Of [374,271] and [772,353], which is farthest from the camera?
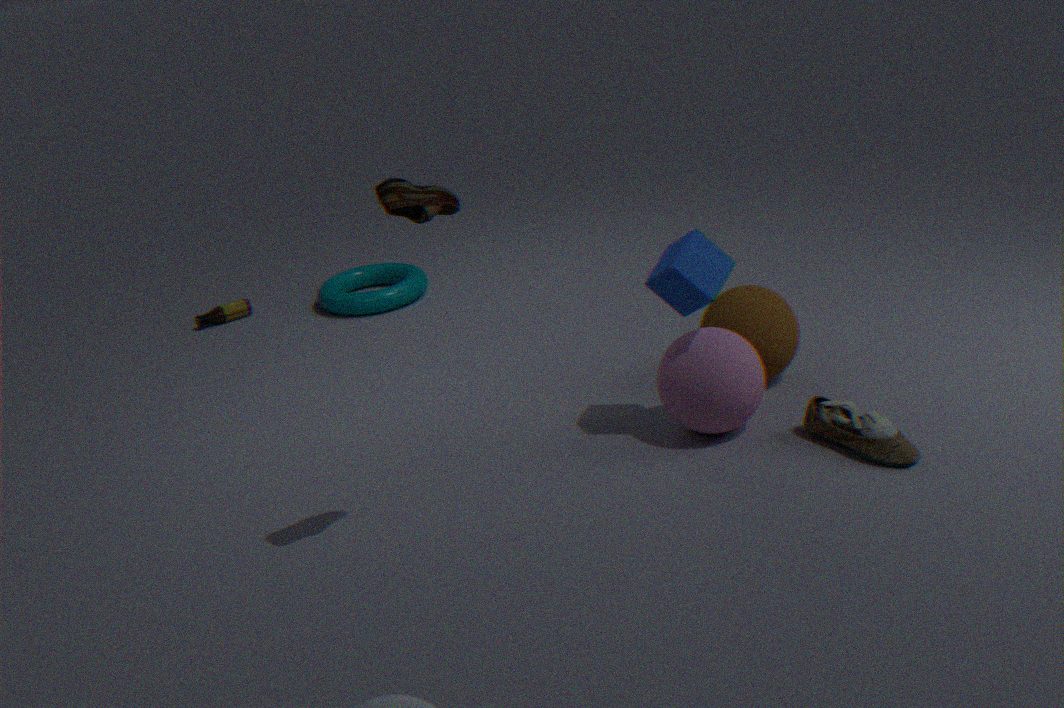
[374,271]
